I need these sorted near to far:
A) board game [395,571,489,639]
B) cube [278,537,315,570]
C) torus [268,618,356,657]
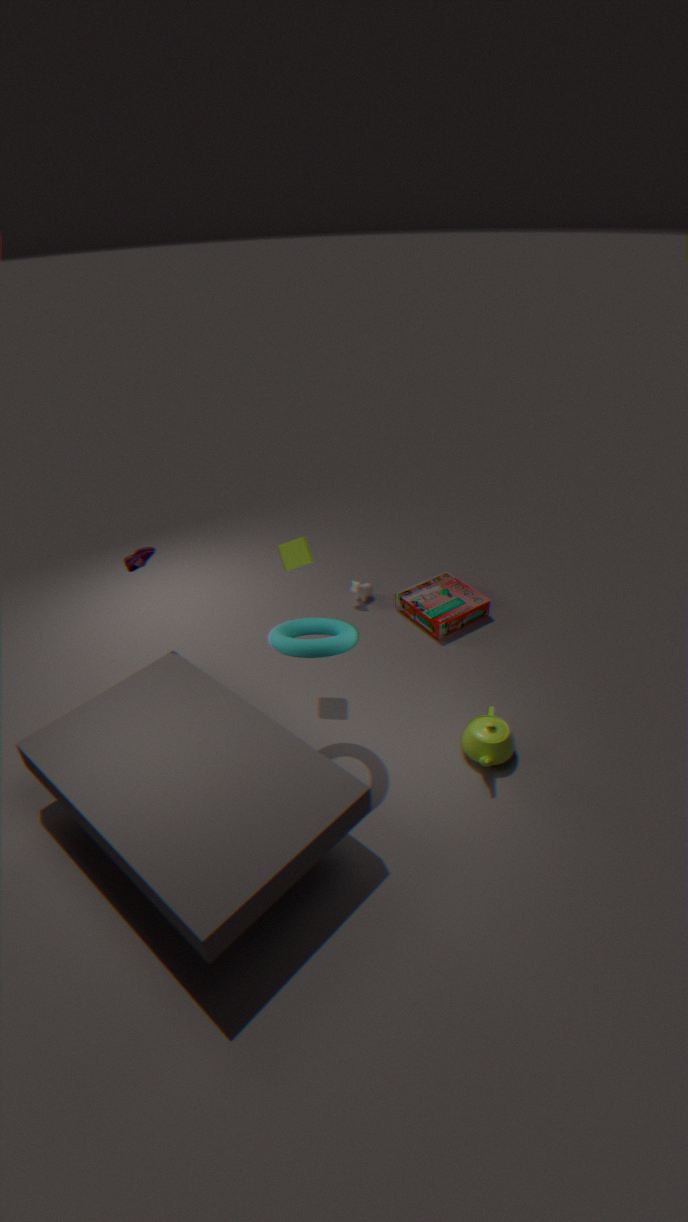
torus [268,618,356,657] < cube [278,537,315,570] < board game [395,571,489,639]
